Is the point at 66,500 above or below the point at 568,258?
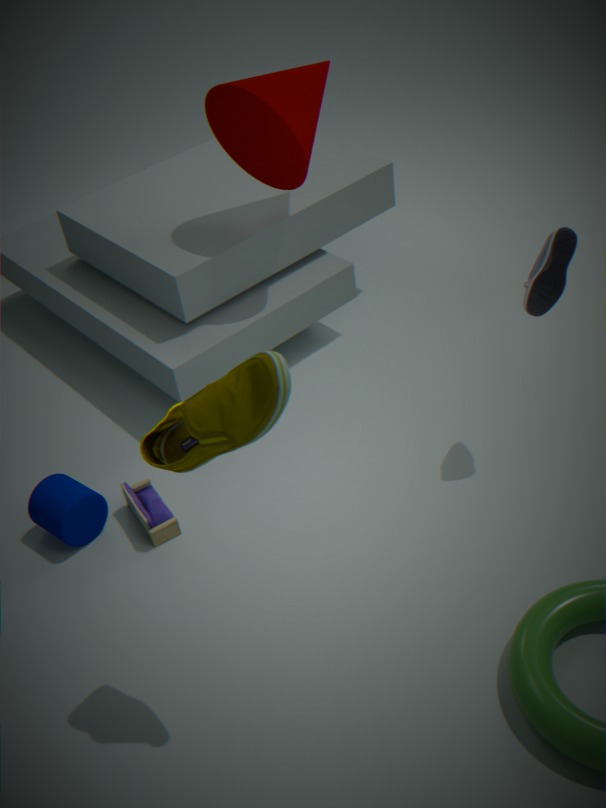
below
